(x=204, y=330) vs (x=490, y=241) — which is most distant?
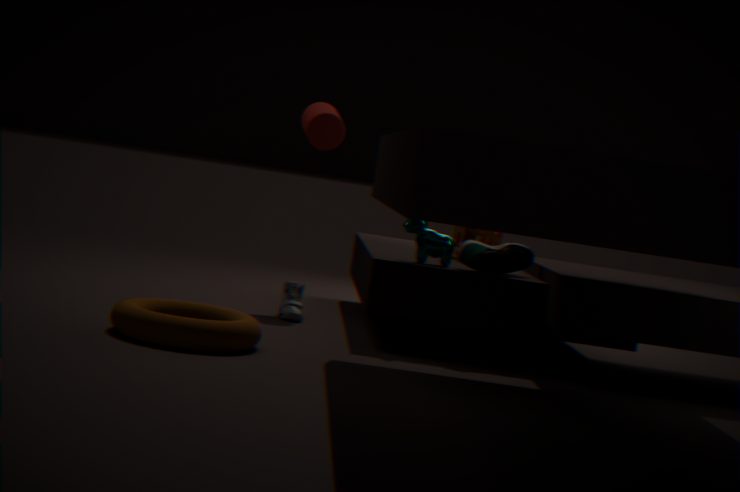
(x=490, y=241)
